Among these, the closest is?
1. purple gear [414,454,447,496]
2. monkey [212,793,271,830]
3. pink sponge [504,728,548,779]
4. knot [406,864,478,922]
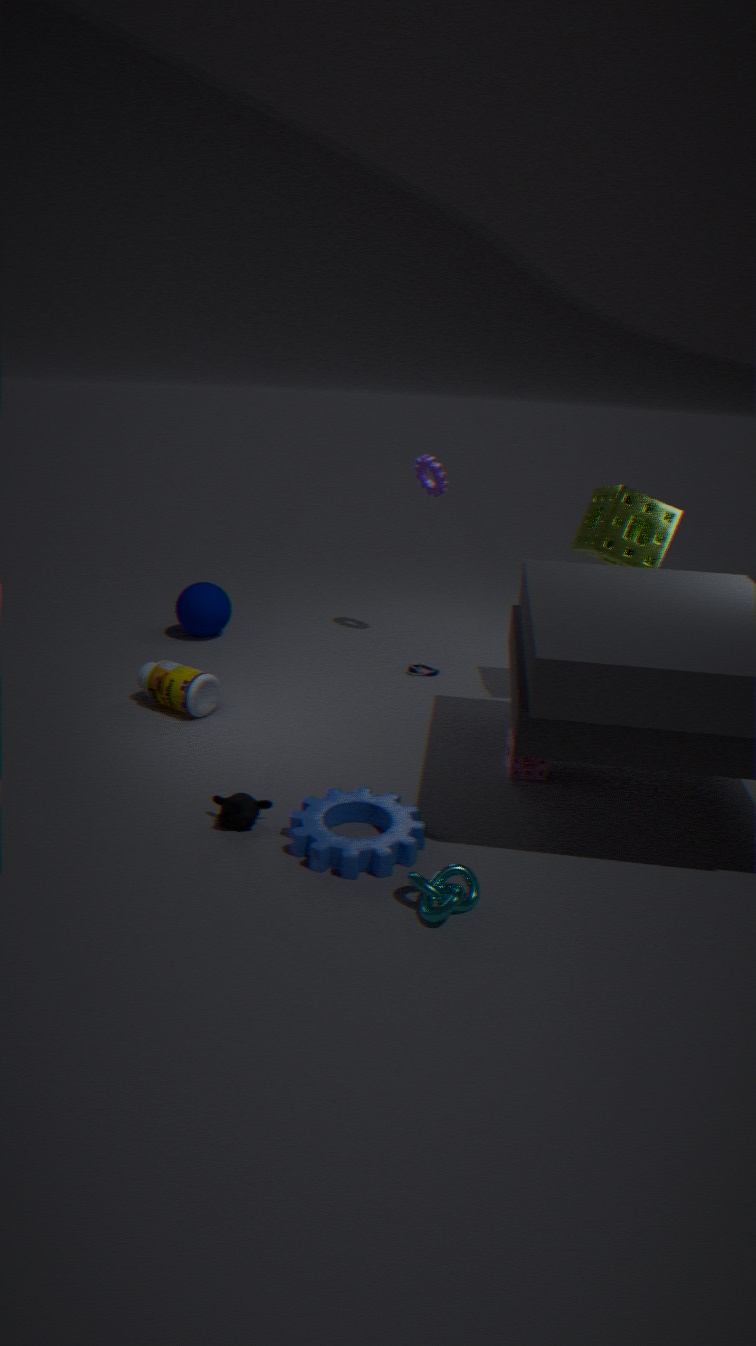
knot [406,864,478,922]
